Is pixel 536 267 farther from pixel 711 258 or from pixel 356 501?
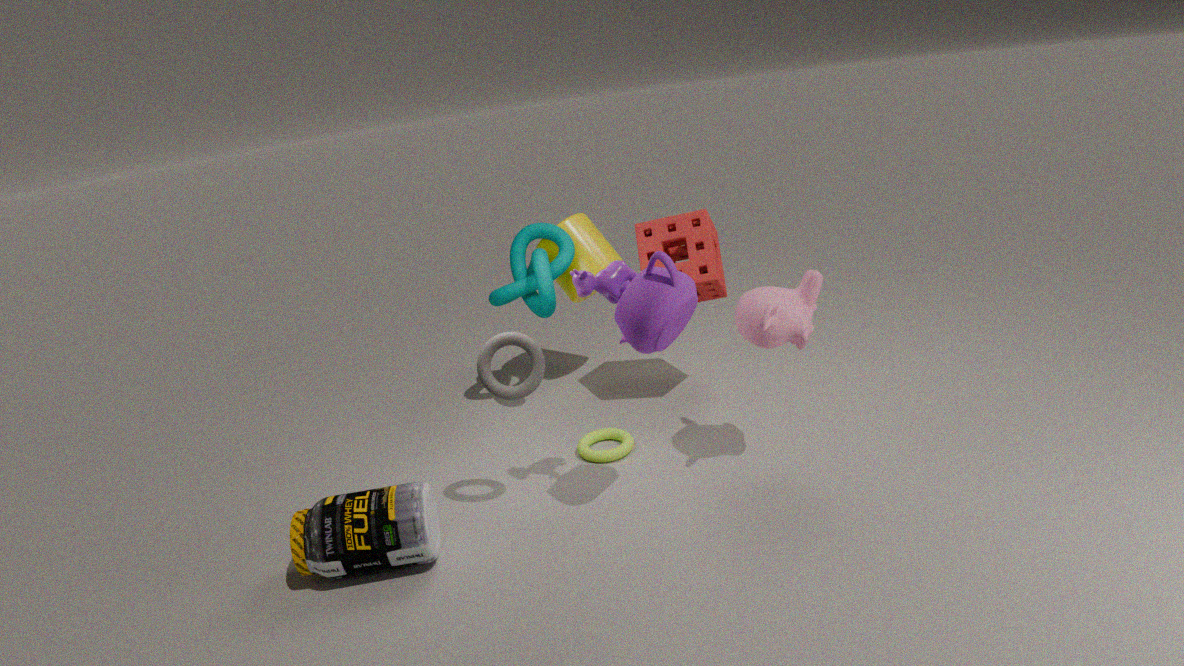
pixel 356 501
